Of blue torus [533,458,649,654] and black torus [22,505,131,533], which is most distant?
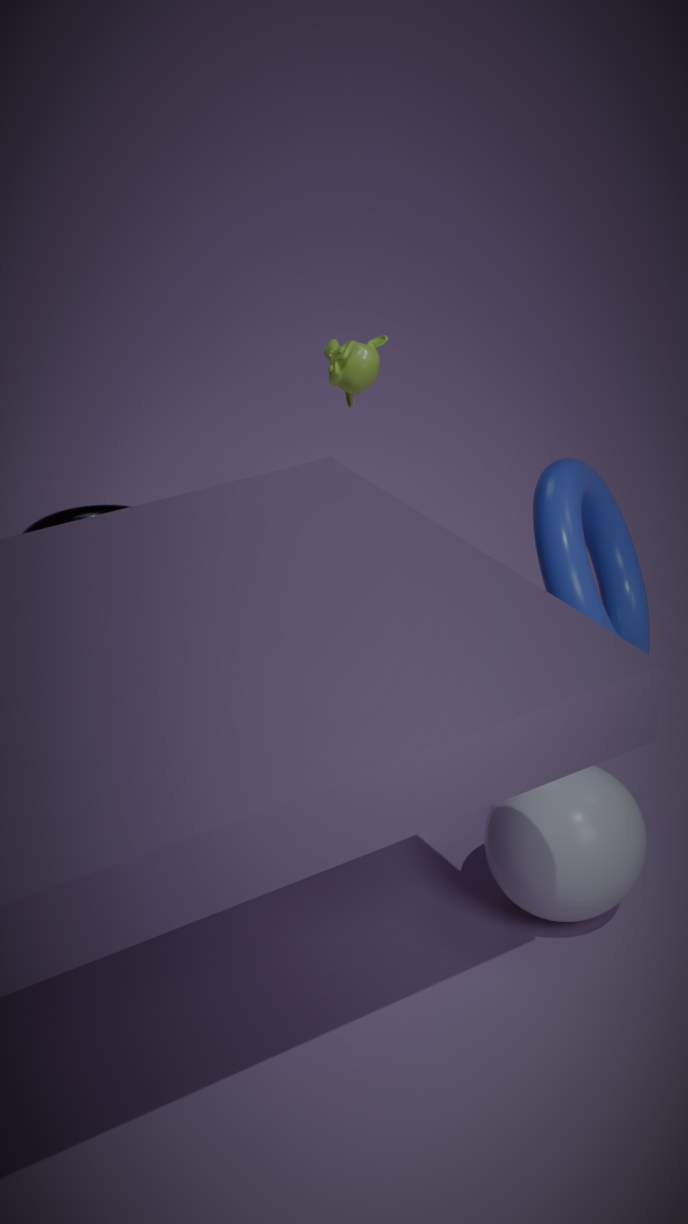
black torus [22,505,131,533]
